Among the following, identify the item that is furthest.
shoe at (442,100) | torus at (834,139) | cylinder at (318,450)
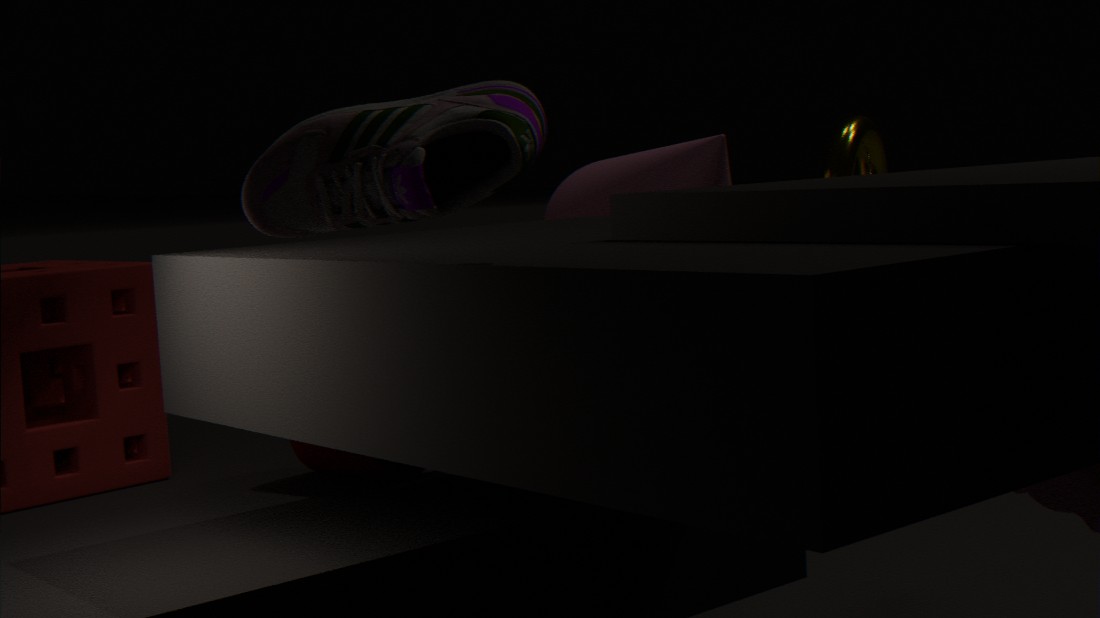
torus at (834,139)
